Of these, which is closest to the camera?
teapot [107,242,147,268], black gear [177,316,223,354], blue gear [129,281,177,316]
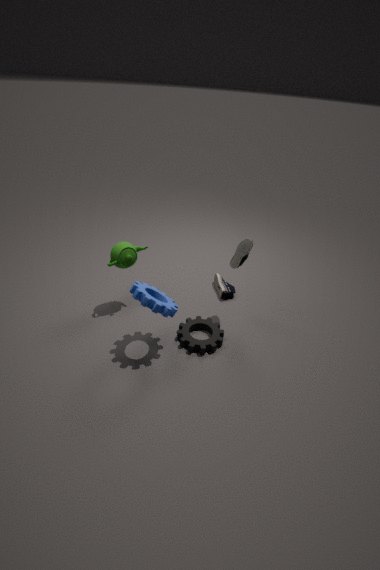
blue gear [129,281,177,316]
